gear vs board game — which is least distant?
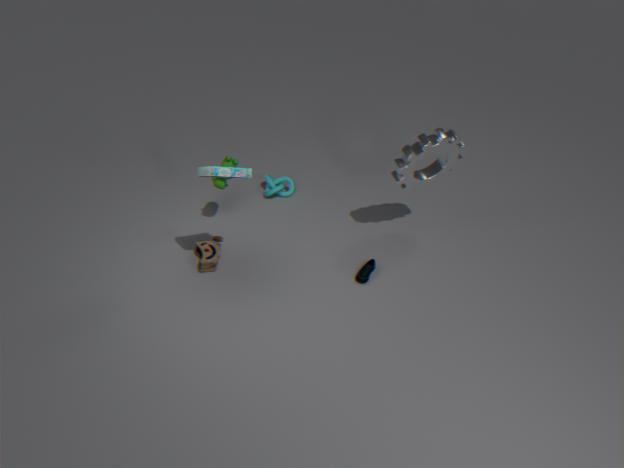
board game
